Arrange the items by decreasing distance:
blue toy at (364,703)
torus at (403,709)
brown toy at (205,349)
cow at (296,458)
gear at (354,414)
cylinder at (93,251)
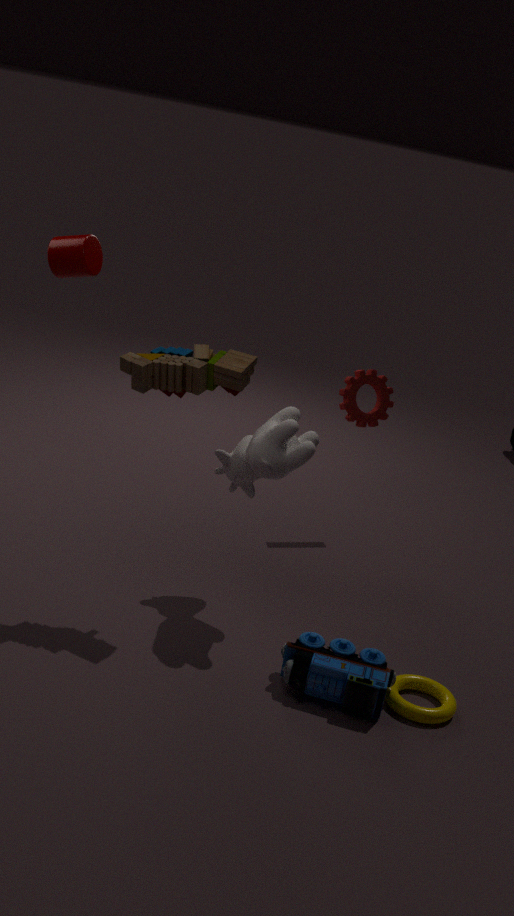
gear at (354,414)
cylinder at (93,251)
cow at (296,458)
brown toy at (205,349)
torus at (403,709)
blue toy at (364,703)
